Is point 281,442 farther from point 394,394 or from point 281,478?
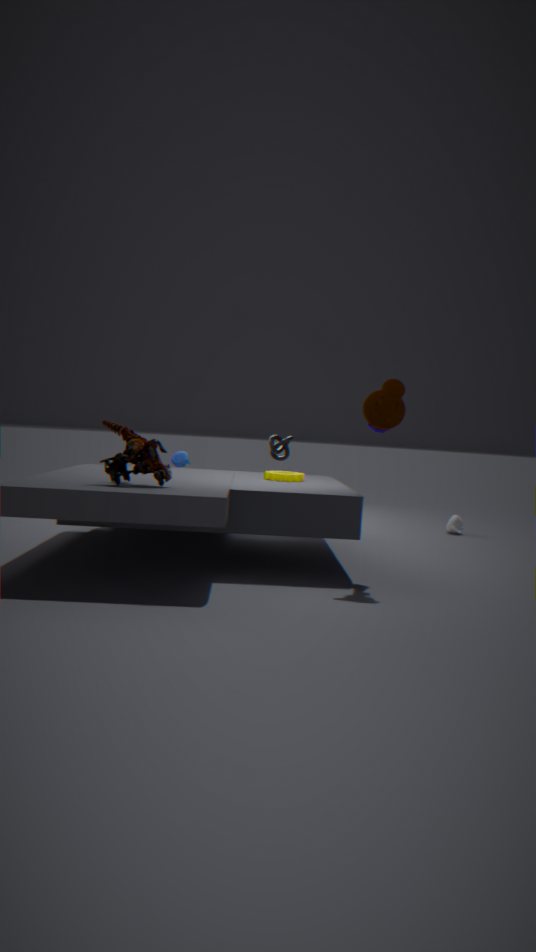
point 394,394
